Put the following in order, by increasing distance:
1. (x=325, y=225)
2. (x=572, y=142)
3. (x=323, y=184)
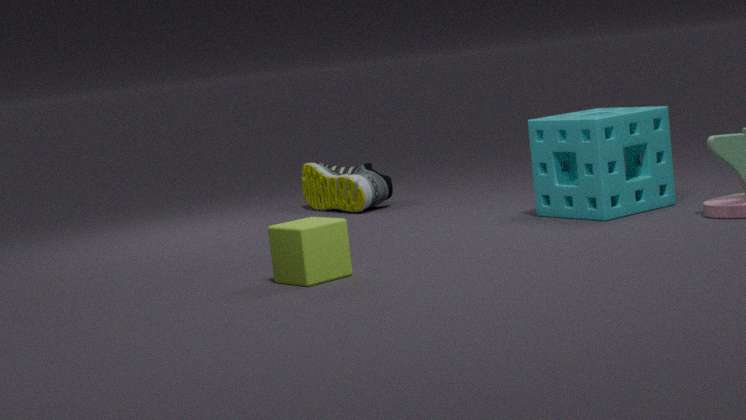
(x=325, y=225)
(x=572, y=142)
(x=323, y=184)
